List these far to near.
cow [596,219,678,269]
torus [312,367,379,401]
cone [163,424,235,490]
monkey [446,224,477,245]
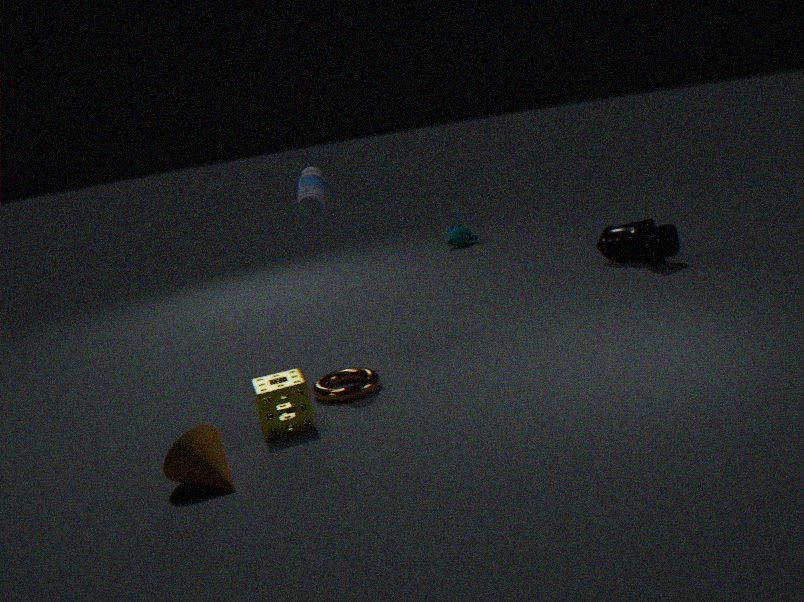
monkey [446,224,477,245]
cow [596,219,678,269]
torus [312,367,379,401]
cone [163,424,235,490]
